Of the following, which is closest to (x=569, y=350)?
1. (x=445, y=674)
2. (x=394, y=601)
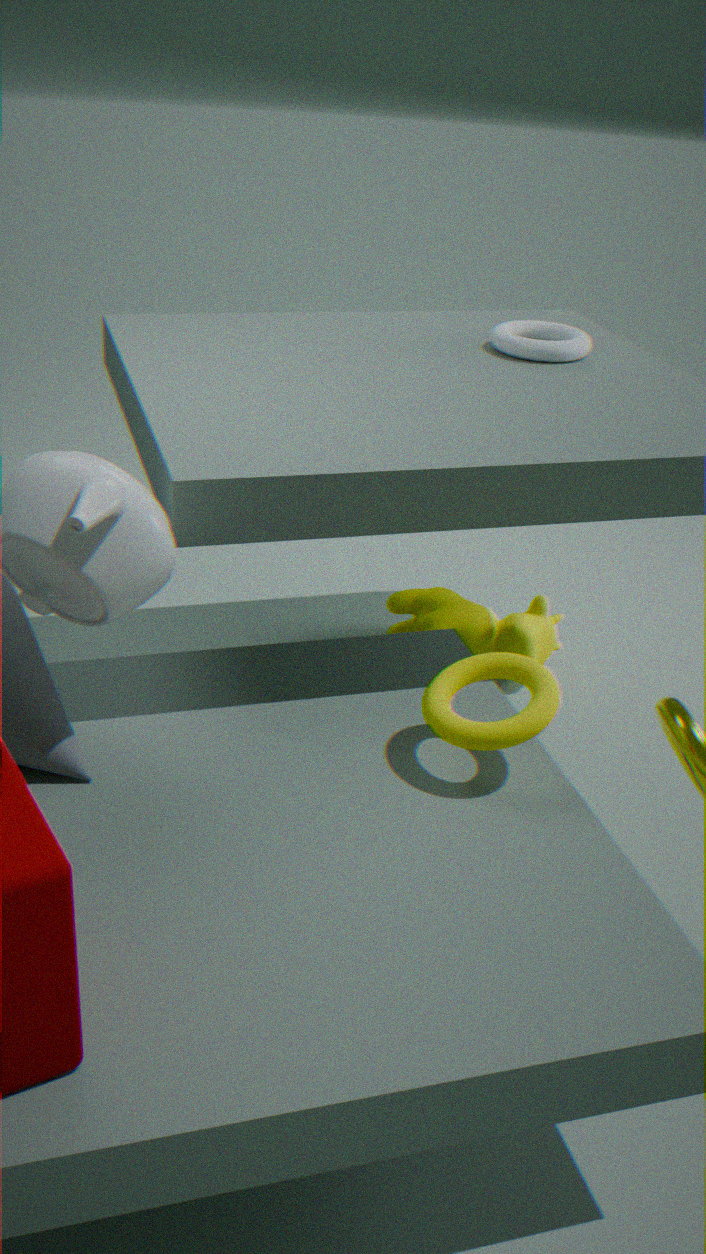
(x=394, y=601)
